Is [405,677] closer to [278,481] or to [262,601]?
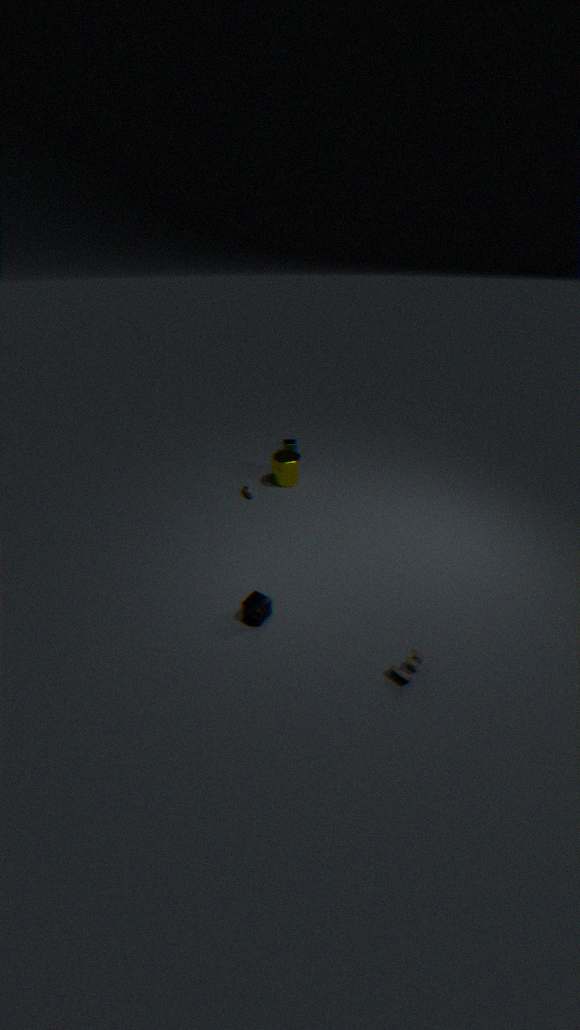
[262,601]
